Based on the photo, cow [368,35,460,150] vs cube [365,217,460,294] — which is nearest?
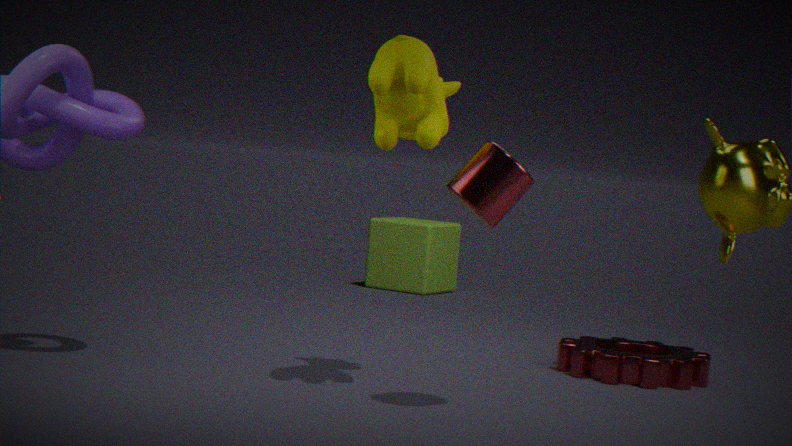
cow [368,35,460,150]
